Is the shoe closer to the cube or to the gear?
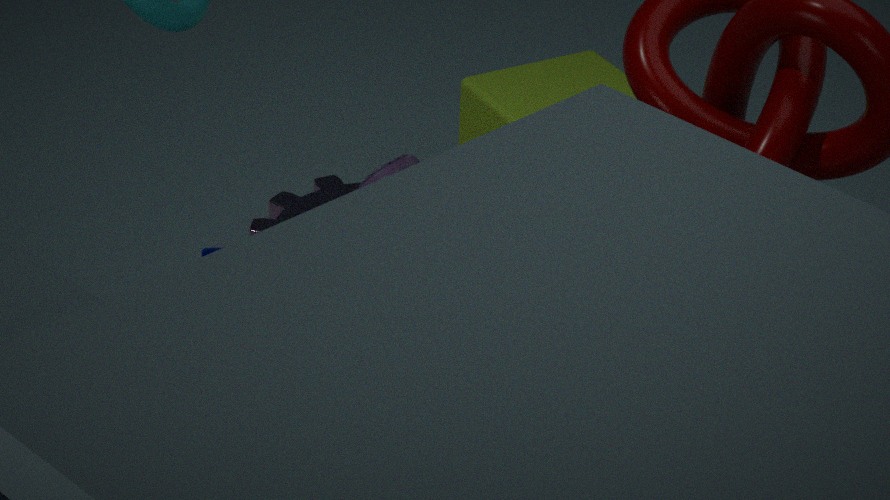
the gear
